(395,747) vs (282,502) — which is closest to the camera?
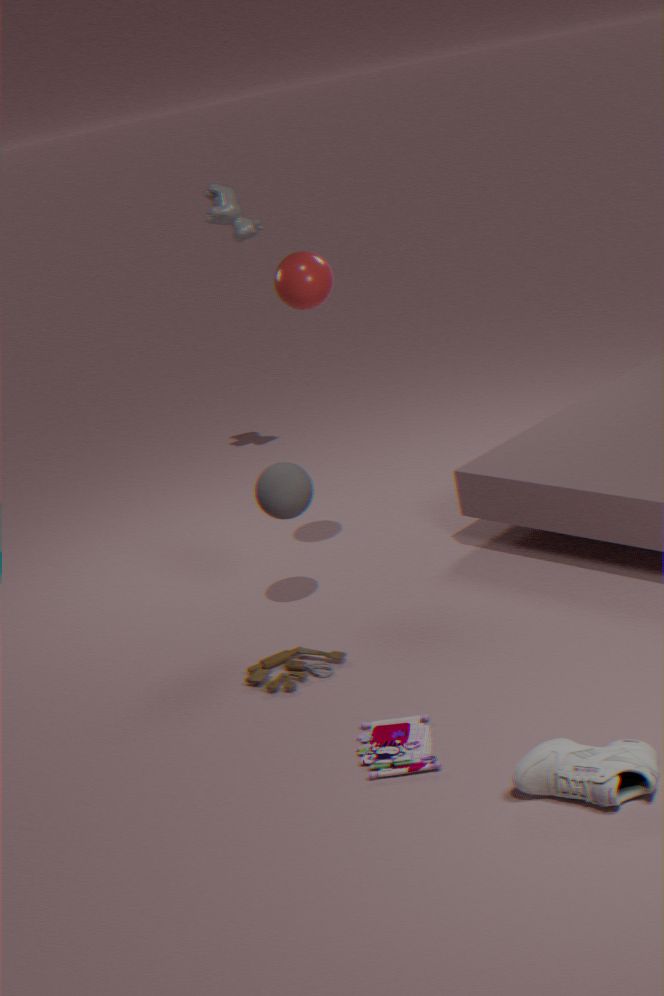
(395,747)
